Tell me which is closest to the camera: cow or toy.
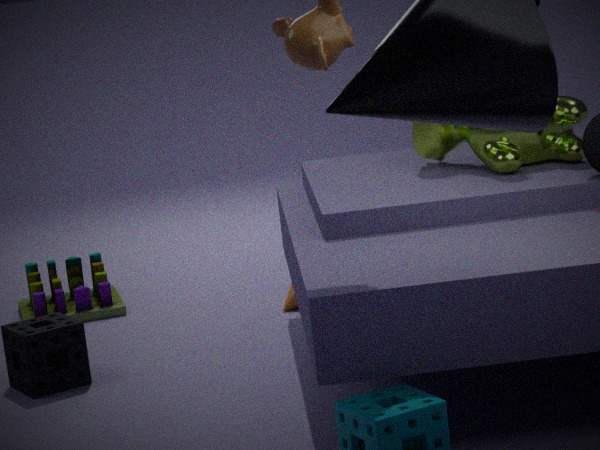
cow
